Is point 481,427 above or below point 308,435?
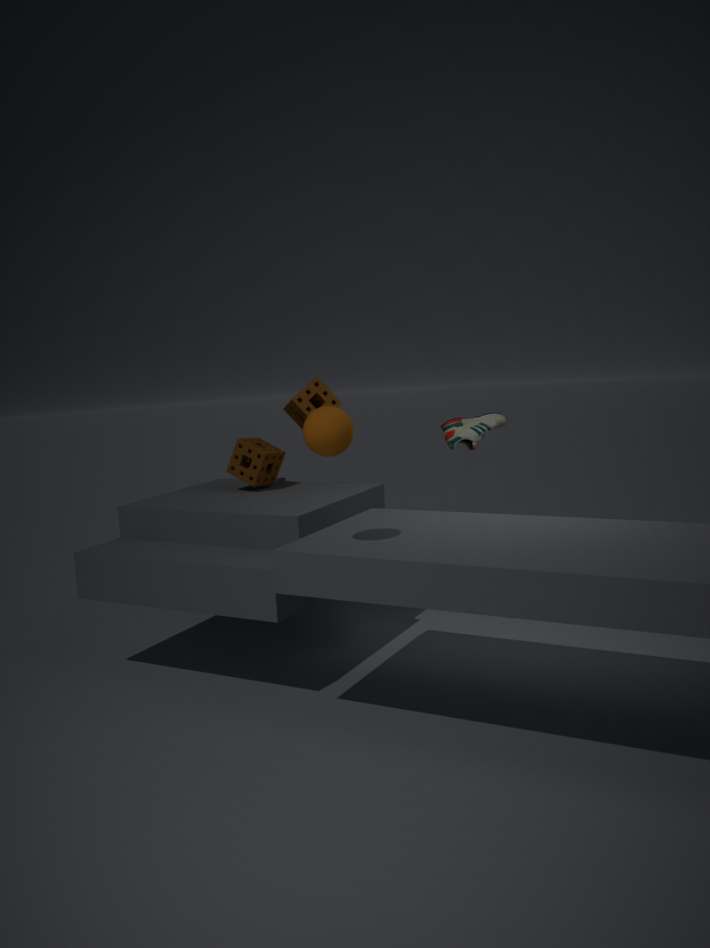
below
